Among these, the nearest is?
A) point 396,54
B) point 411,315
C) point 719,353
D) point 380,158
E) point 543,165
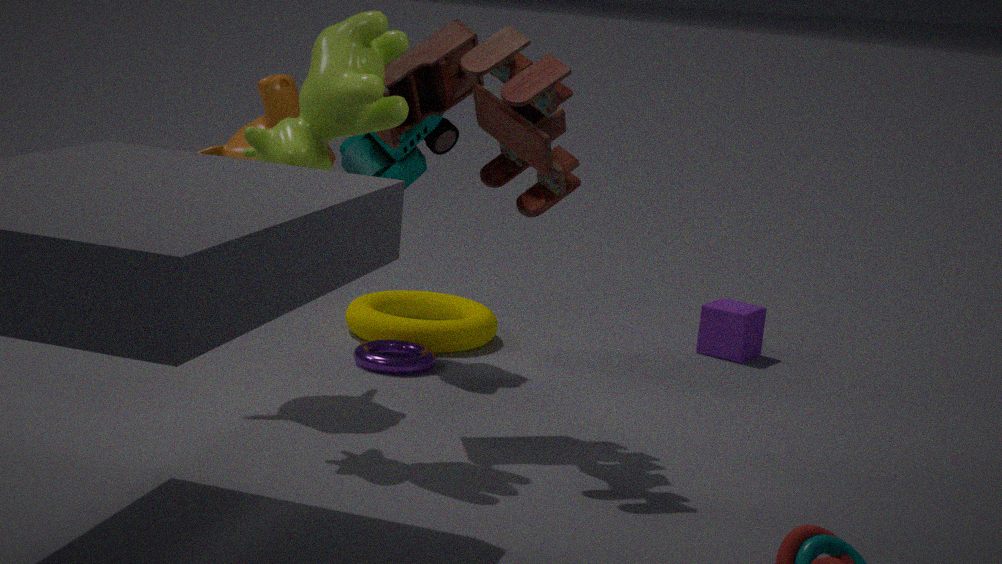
point 396,54
